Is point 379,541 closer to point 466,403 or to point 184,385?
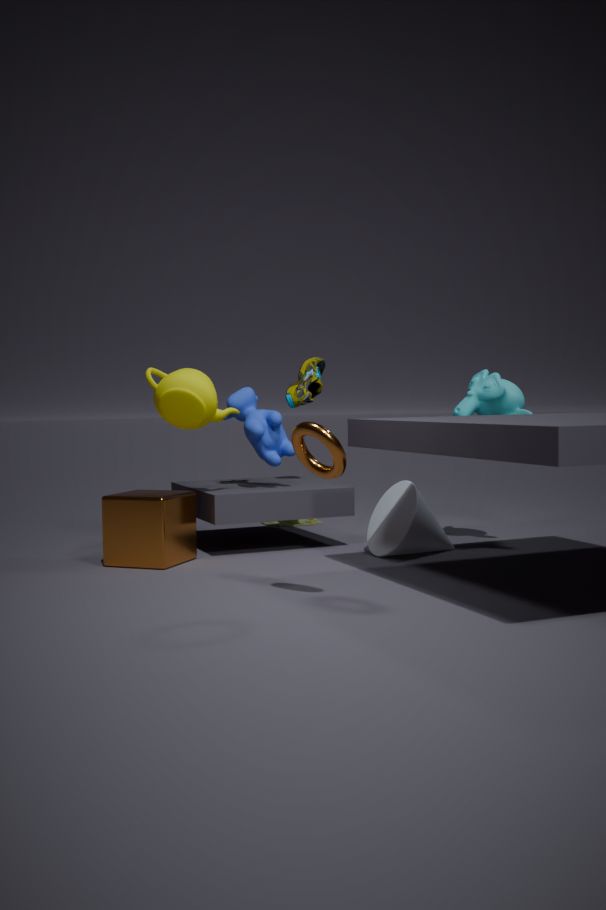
point 466,403
